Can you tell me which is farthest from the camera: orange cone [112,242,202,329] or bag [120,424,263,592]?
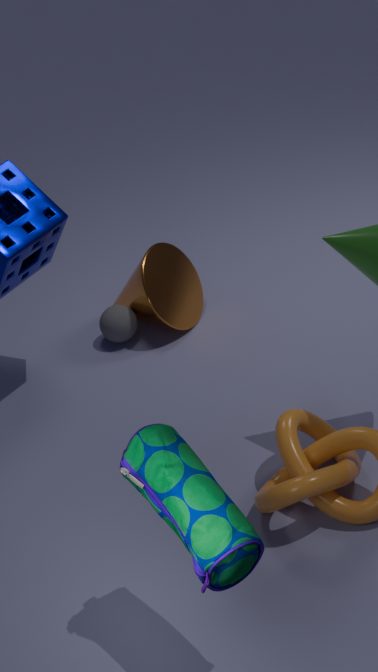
orange cone [112,242,202,329]
